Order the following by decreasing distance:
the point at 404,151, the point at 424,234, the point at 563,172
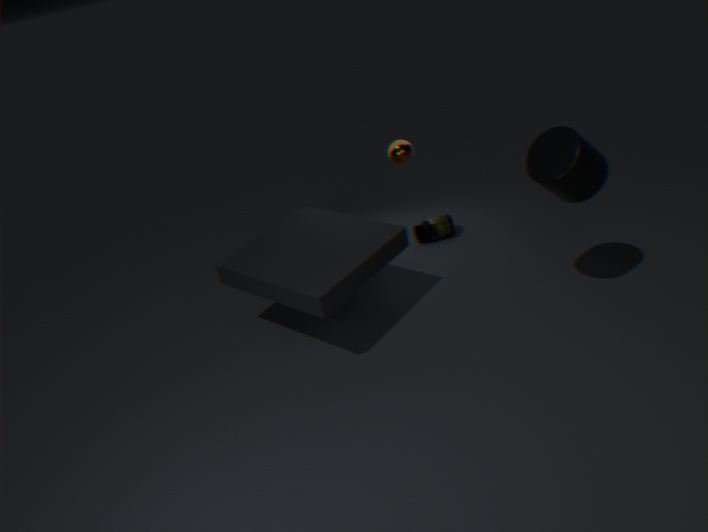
the point at 424,234 < the point at 404,151 < the point at 563,172
